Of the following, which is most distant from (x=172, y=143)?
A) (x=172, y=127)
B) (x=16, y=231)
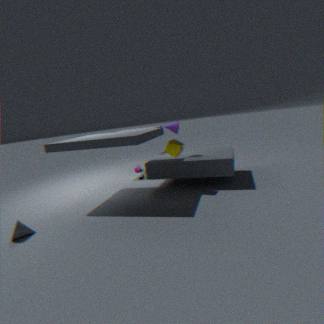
(x=16, y=231)
